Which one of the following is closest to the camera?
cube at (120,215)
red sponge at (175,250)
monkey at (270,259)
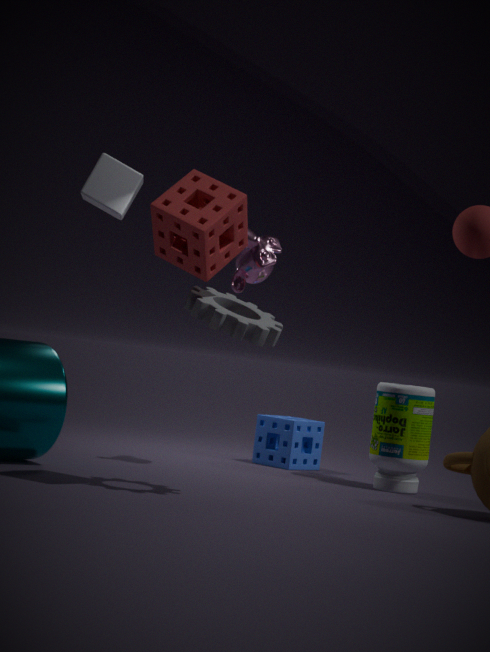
red sponge at (175,250)
